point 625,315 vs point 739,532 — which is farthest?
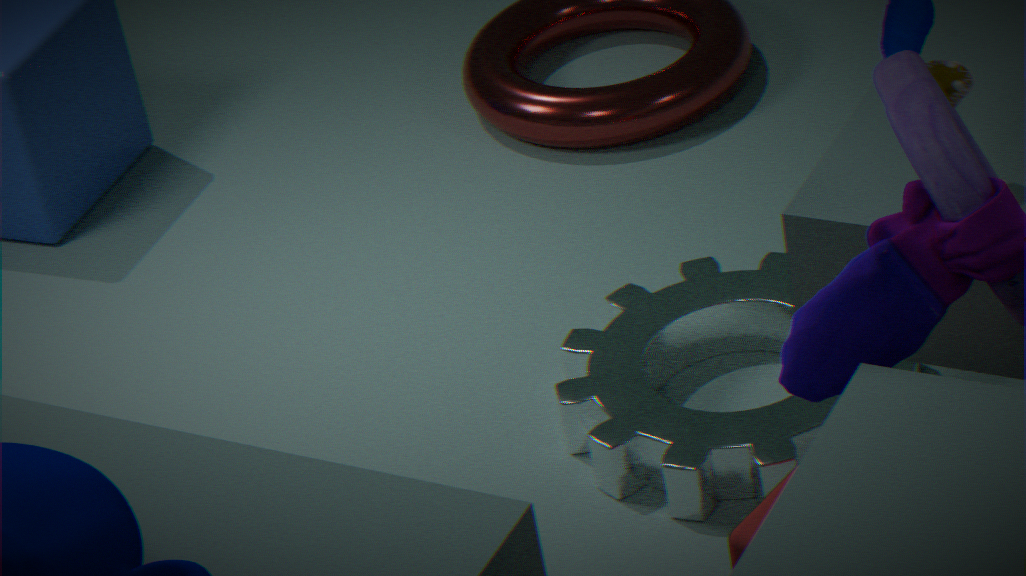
point 625,315
